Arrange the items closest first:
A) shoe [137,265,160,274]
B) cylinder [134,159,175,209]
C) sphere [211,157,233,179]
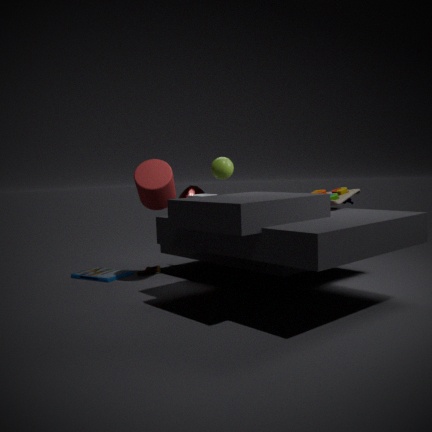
sphere [211,157,233,179]
cylinder [134,159,175,209]
shoe [137,265,160,274]
